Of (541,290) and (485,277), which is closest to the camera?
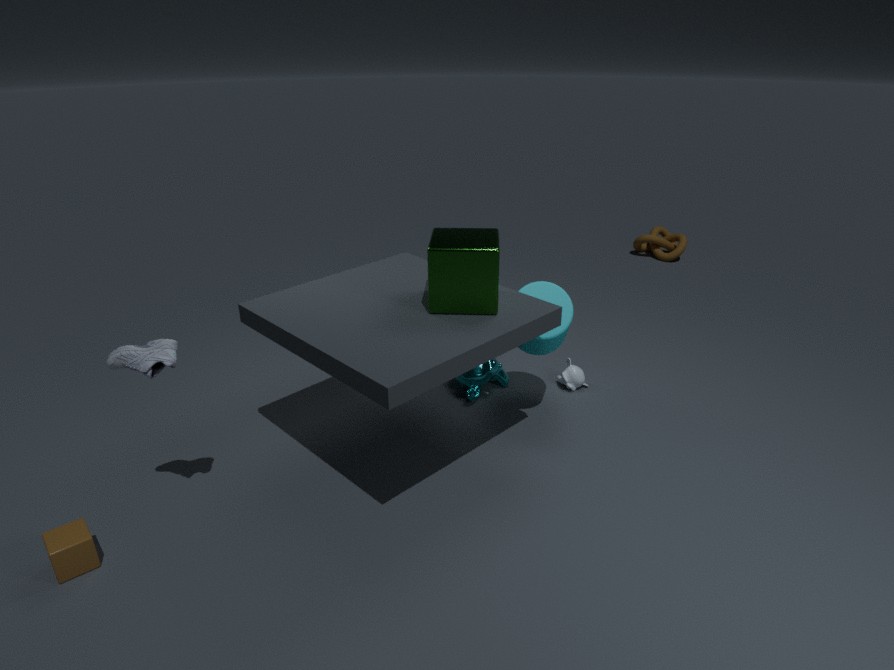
(485,277)
